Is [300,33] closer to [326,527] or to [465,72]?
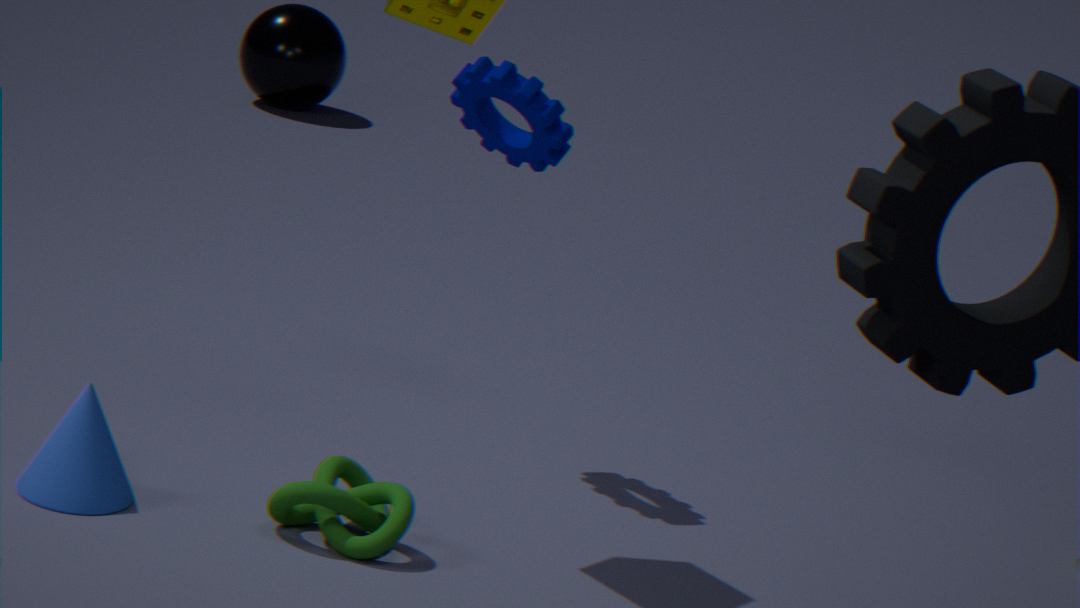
[465,72]
